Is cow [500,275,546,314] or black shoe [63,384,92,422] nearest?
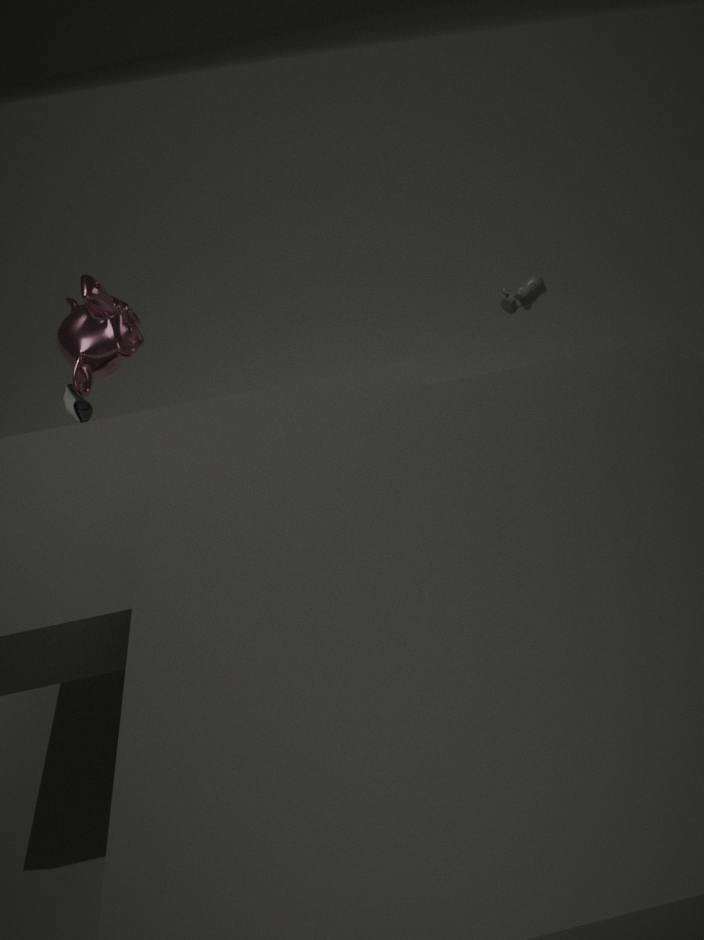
black shoe [63,384,92,422]
